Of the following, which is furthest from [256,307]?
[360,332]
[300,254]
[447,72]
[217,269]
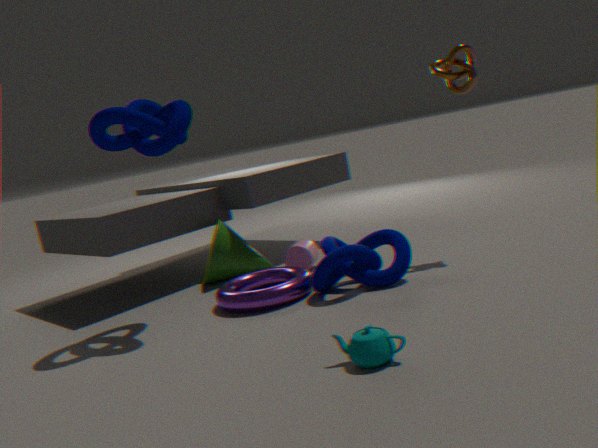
[447,72]
